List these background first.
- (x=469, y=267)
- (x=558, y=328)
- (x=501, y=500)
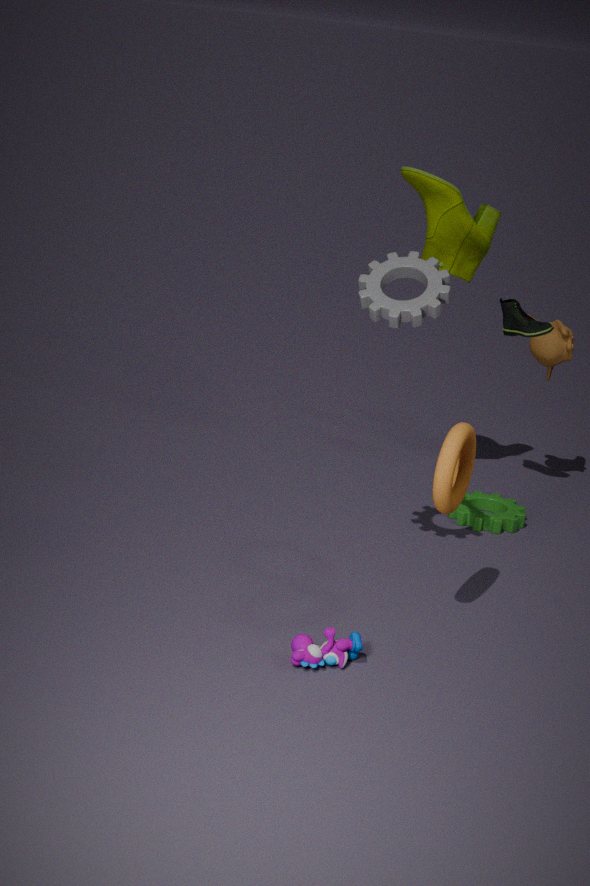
1. (x=558, y=328)
2. (x=501, y=500)
3. (x=469, y=267)
